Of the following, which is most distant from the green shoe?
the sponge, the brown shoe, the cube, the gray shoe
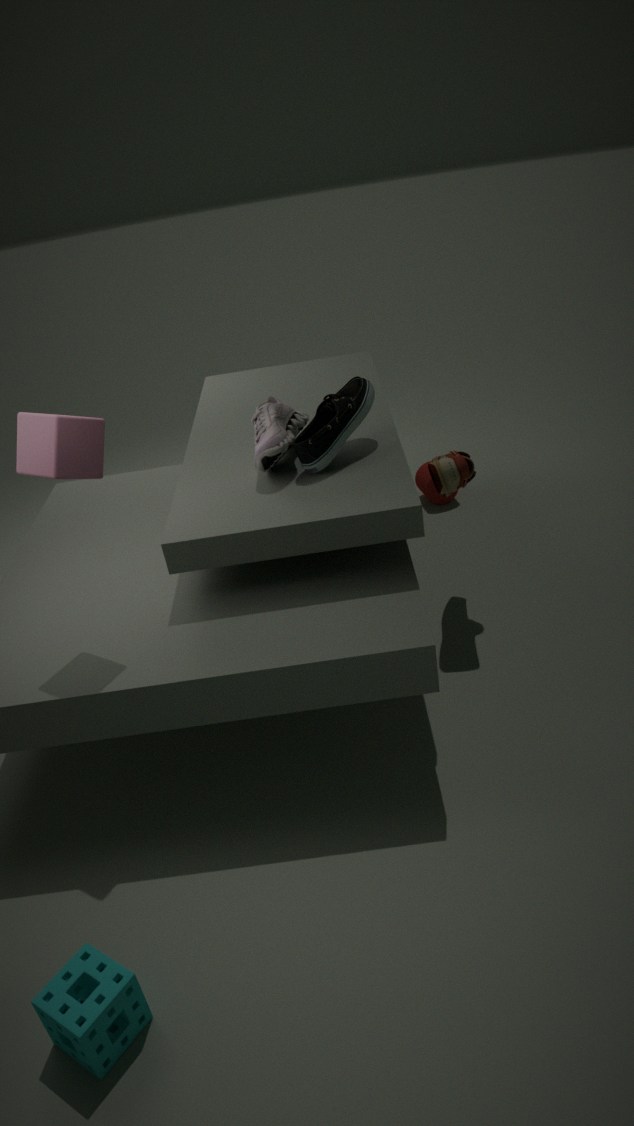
the sponge
